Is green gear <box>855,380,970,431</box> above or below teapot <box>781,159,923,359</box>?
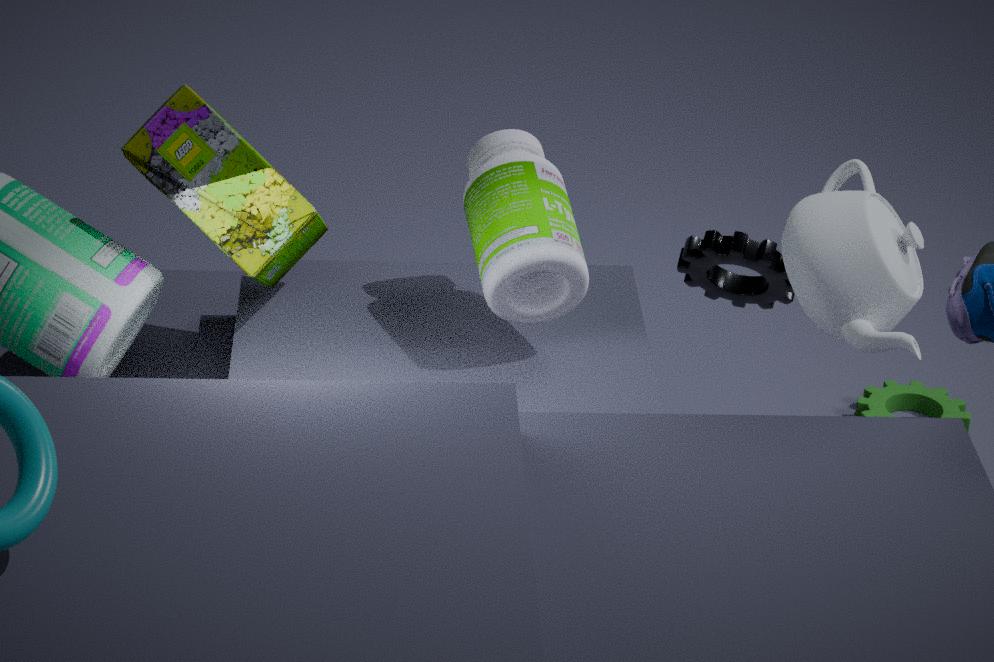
below
